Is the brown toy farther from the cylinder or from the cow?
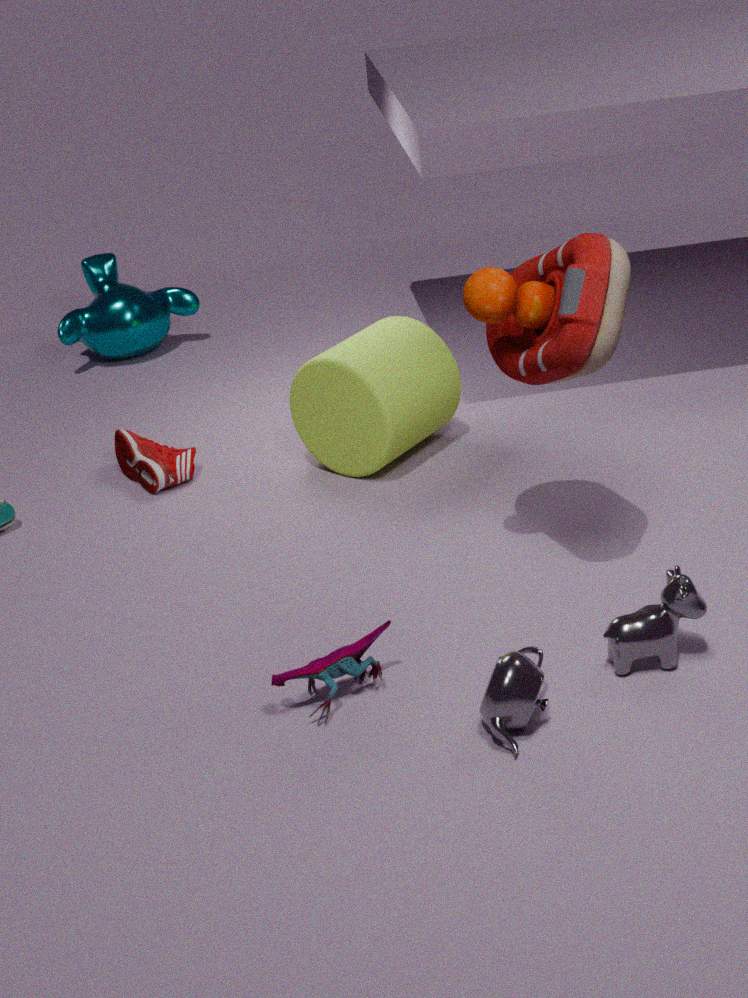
the cylinder
